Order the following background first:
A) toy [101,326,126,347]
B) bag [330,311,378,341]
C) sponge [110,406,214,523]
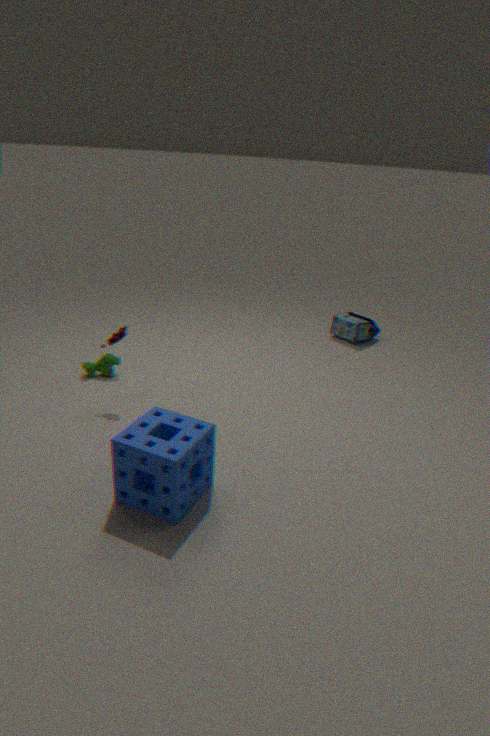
bag [330,311,378,341]
toy [101,326,126,347]
sponge [110,406,214,523]
